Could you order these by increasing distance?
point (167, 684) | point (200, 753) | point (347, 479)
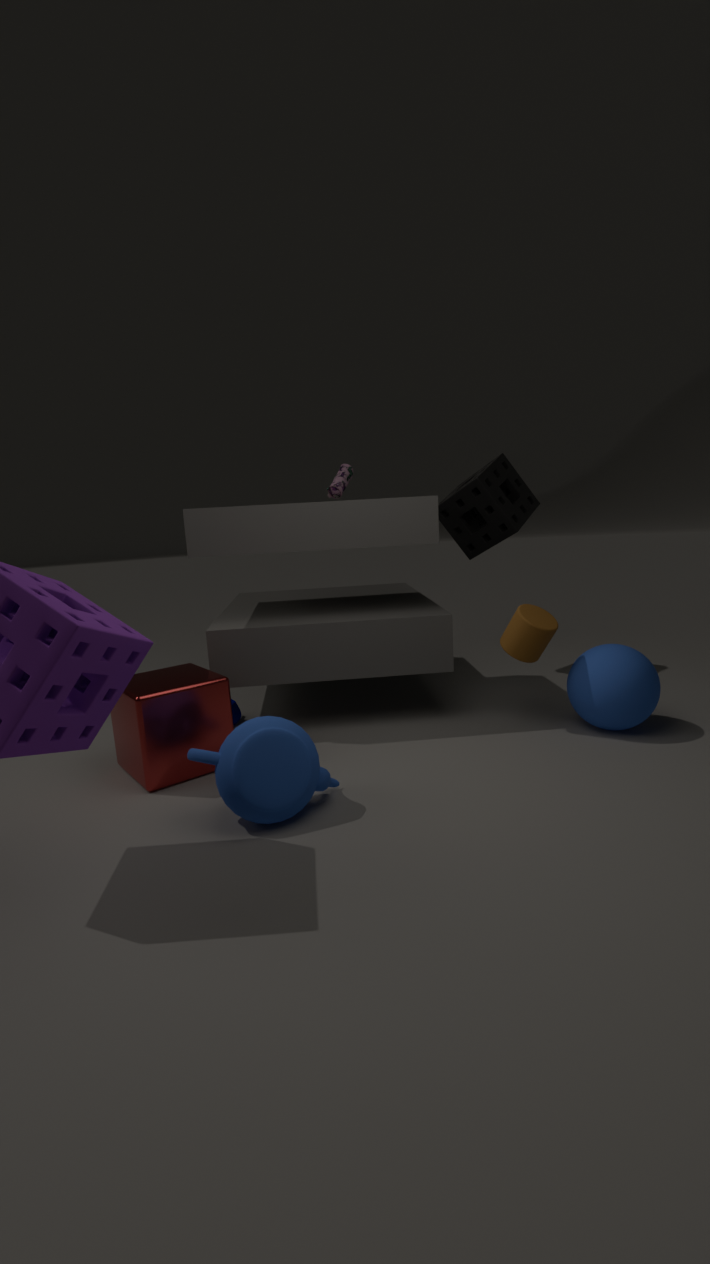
1. point (200, 753)
2. point (167, 684)
3. point (347, 479)
